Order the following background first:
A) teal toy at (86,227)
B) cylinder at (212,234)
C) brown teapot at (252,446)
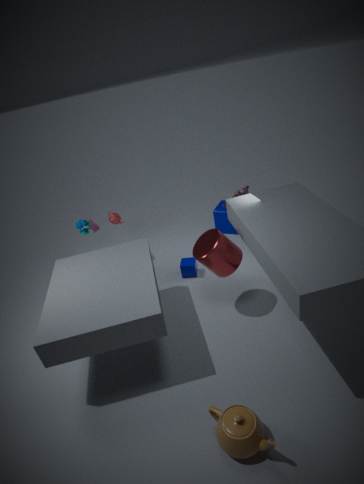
teal toy at (86,227)
cylinder at (212,234)
brown teapot at (252,446)
